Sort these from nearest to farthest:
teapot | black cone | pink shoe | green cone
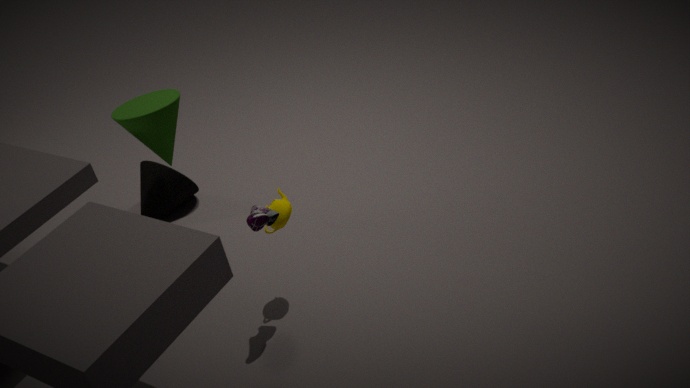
1. pink shoe
2. teapot
3. green cone
4. black cone
